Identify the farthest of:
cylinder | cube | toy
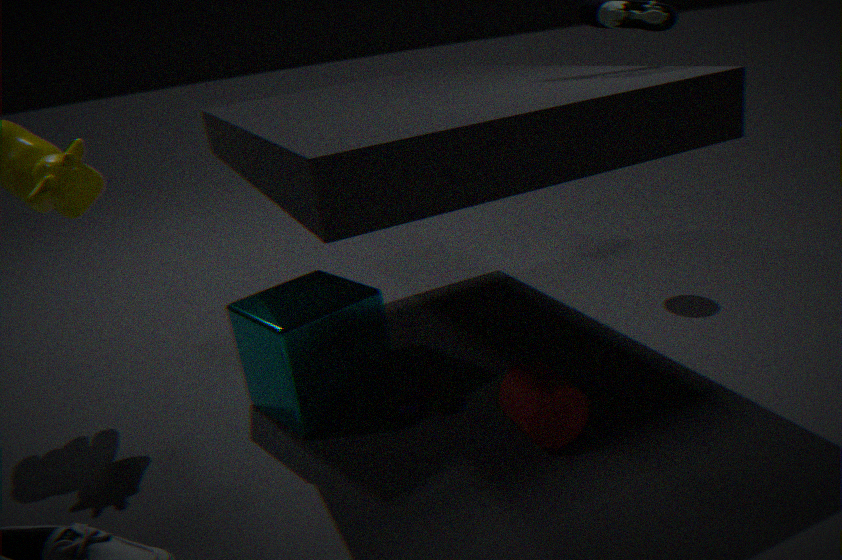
toy
